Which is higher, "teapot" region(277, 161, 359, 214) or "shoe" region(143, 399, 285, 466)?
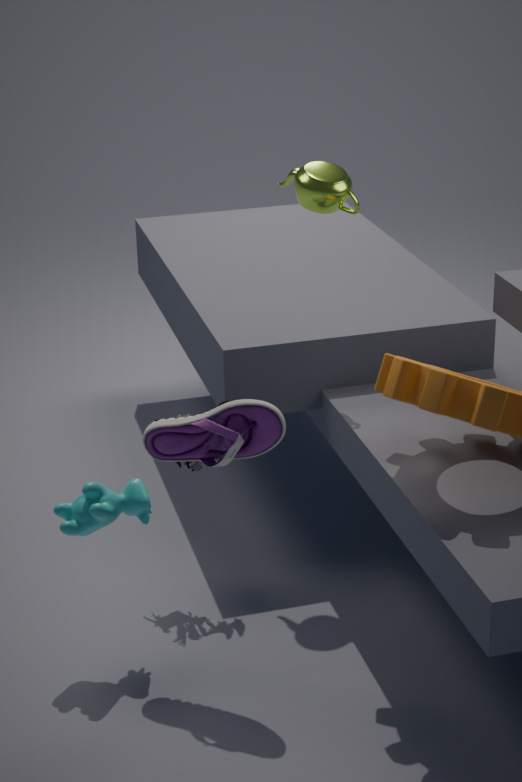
"teapot" region(277, 161, 359, 214)
